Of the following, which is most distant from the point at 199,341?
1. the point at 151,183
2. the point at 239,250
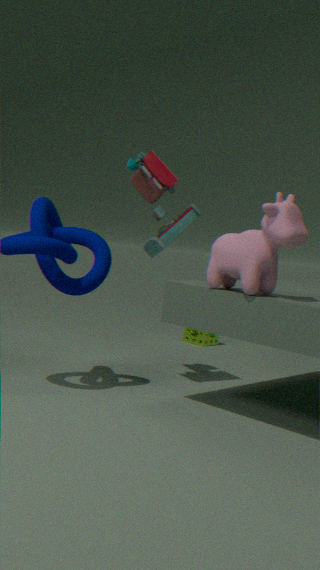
the point at 239,250
